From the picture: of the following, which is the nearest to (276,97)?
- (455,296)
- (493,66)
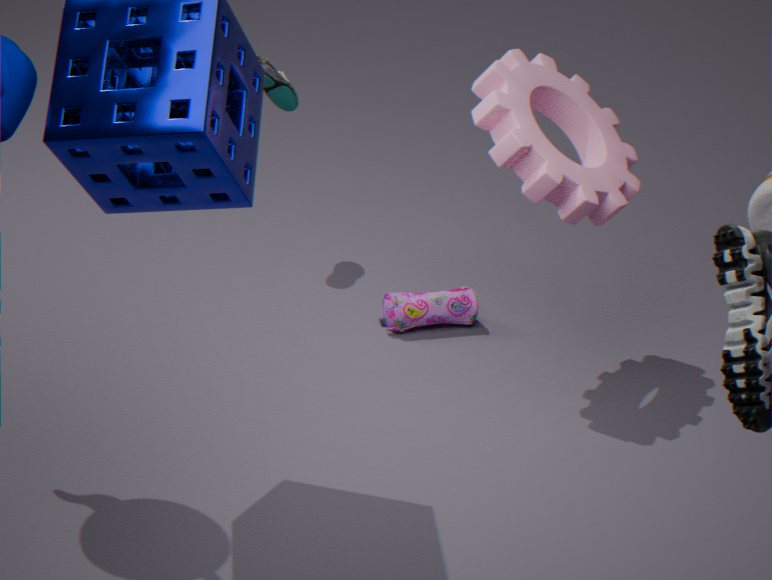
(455,296)
